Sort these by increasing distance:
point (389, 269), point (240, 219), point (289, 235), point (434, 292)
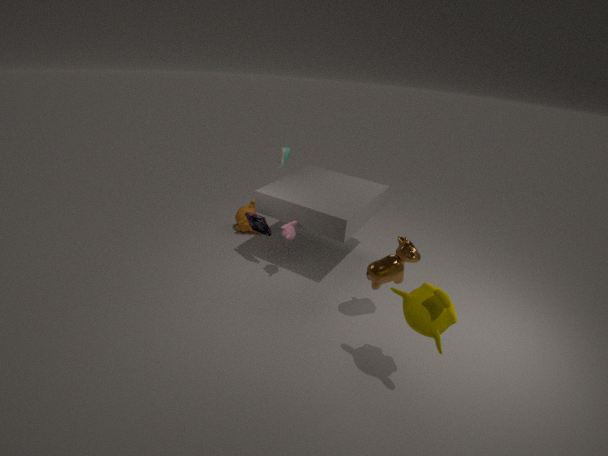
point (434, 292) → point (389, 269) → point (289, 235) → point (240, 219)
